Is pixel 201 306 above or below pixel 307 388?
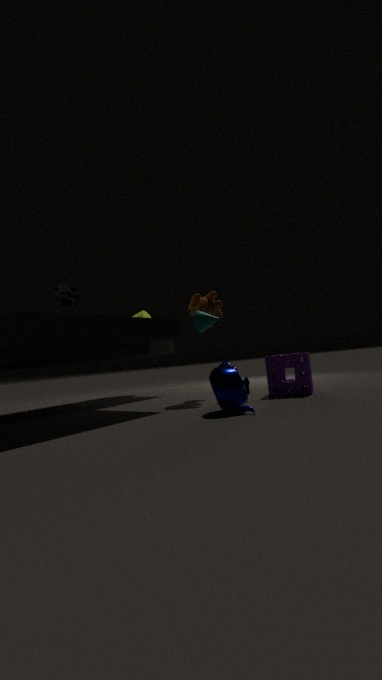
above
